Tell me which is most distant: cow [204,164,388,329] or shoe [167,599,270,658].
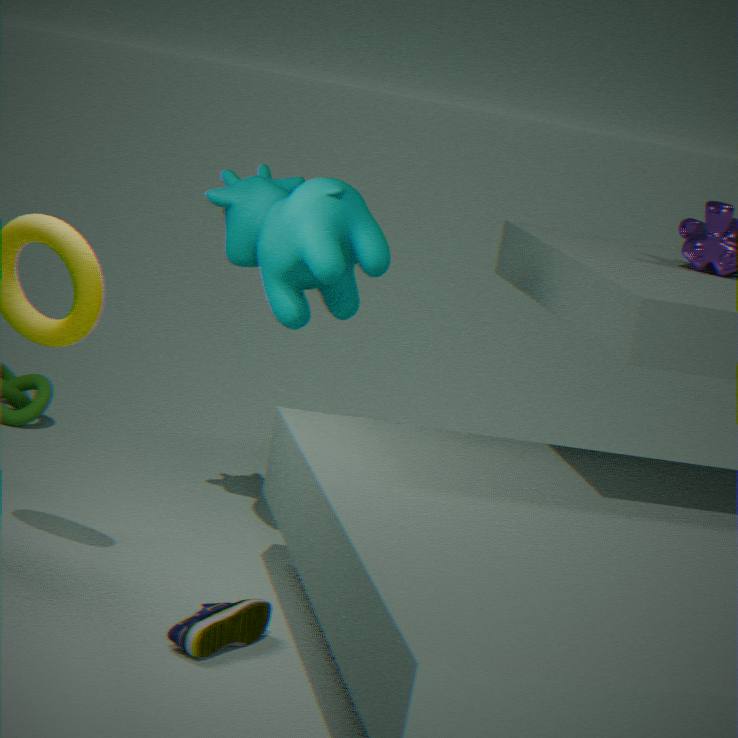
cow [204,164,388,329]
